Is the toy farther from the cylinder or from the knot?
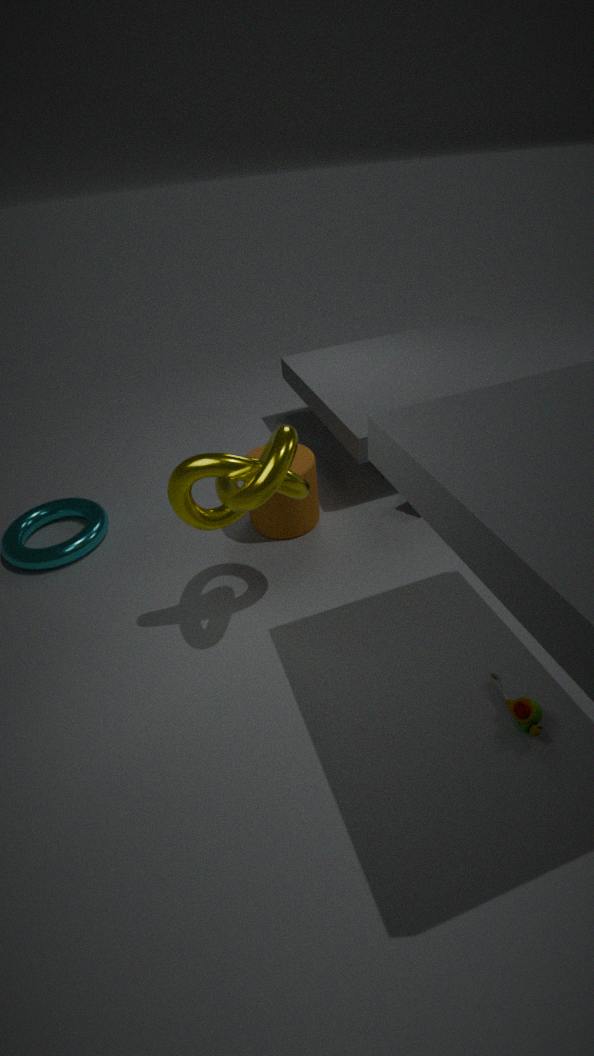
the cylinder
